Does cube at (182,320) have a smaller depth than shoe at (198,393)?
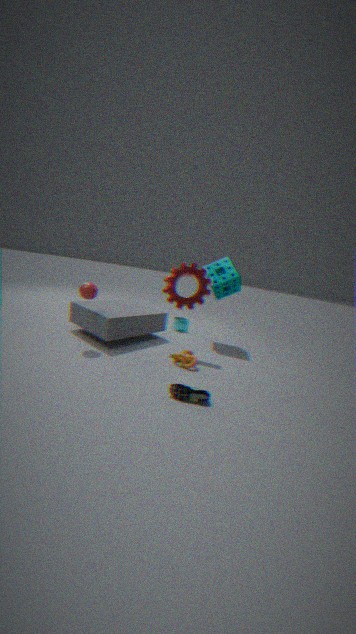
No
